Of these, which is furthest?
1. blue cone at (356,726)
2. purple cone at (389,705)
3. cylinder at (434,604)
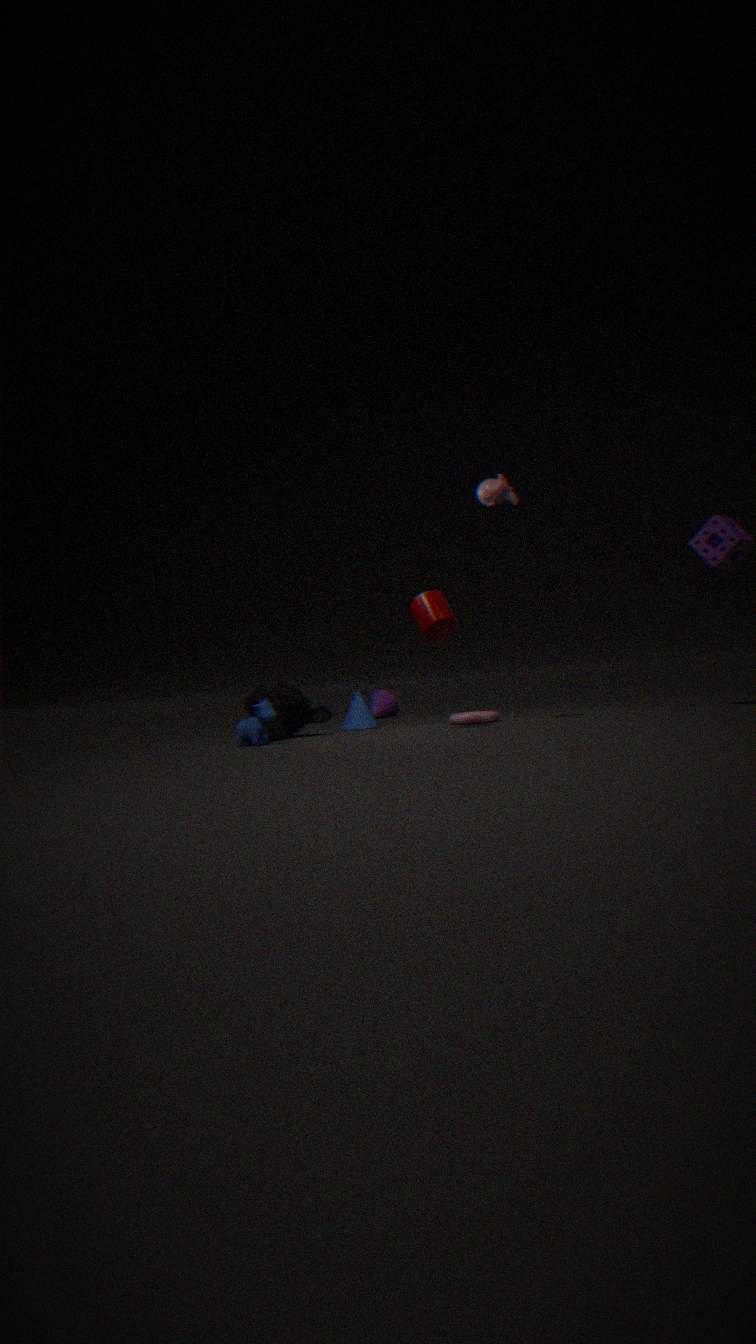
purple cone at (389,705)
